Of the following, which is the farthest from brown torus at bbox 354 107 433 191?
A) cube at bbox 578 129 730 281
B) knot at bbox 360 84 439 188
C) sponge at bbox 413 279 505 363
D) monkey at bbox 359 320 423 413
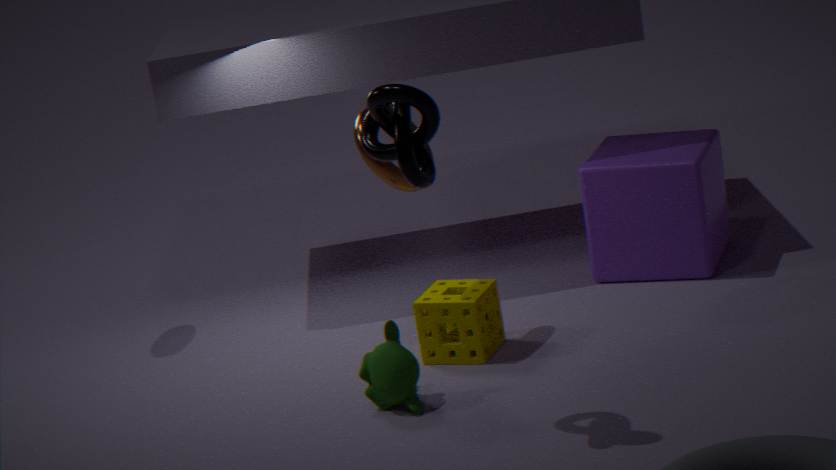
cube at bbox 578 129 730 281
